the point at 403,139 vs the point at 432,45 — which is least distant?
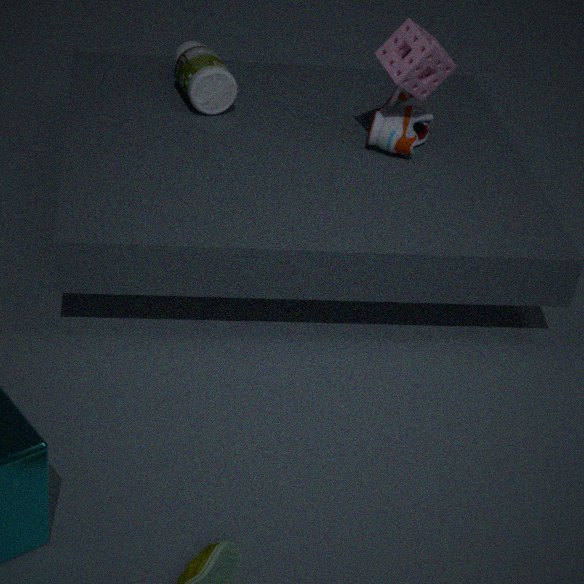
the point at 432,45
